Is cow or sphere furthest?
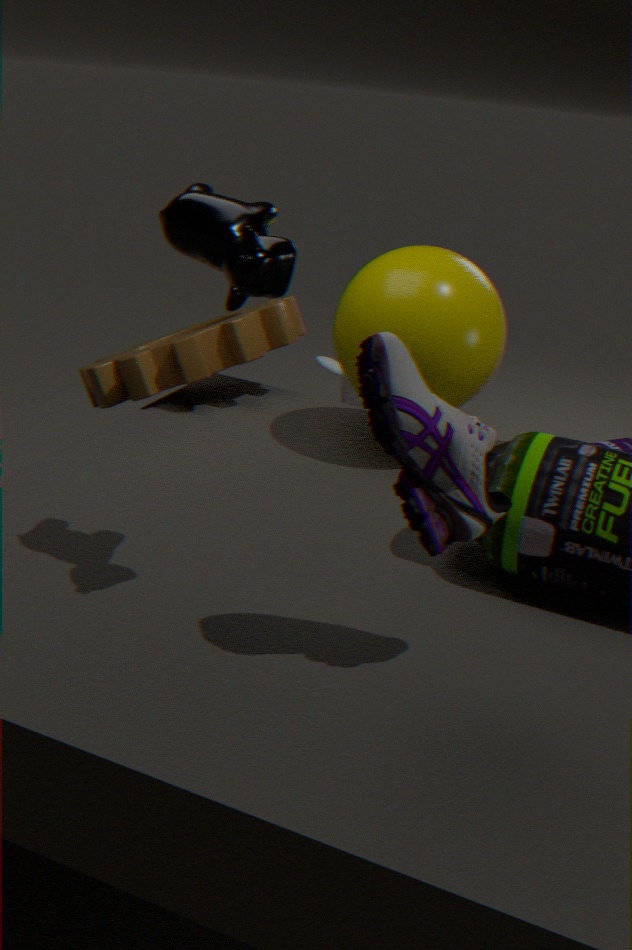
sphere
